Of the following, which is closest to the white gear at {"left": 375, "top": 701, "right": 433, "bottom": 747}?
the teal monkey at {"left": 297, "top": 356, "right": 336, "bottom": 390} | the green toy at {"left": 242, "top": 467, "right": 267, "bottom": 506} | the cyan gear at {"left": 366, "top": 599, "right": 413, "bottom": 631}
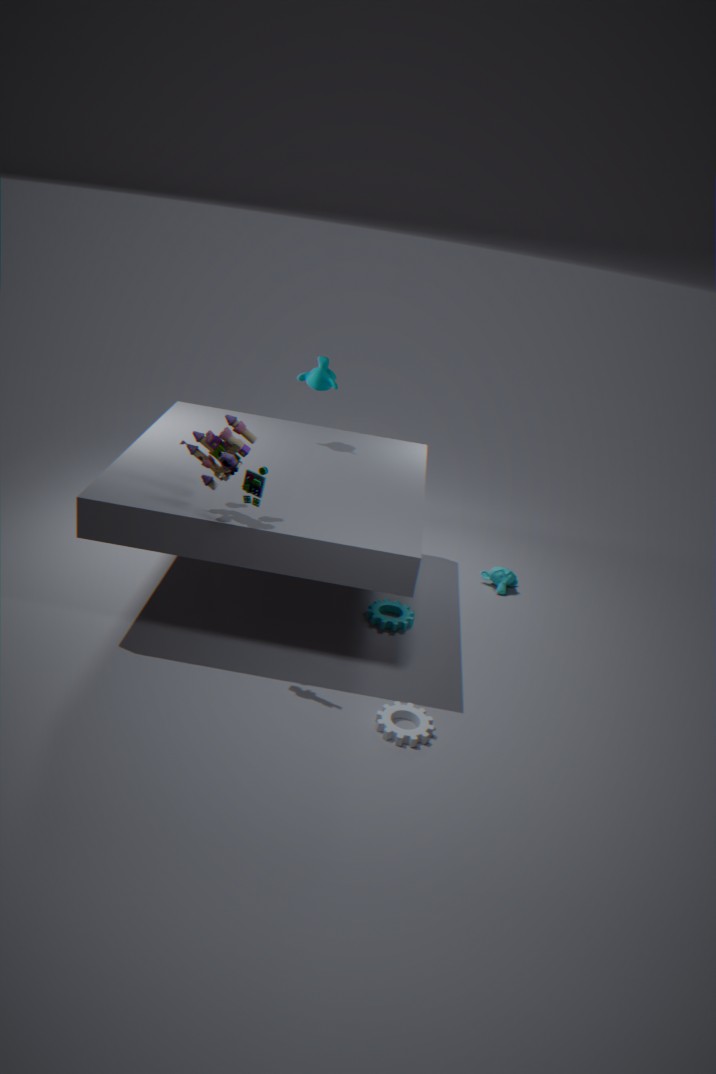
the cyan gear at {"left": 366, "top": 599, "right": 413, "bottom": 631}
